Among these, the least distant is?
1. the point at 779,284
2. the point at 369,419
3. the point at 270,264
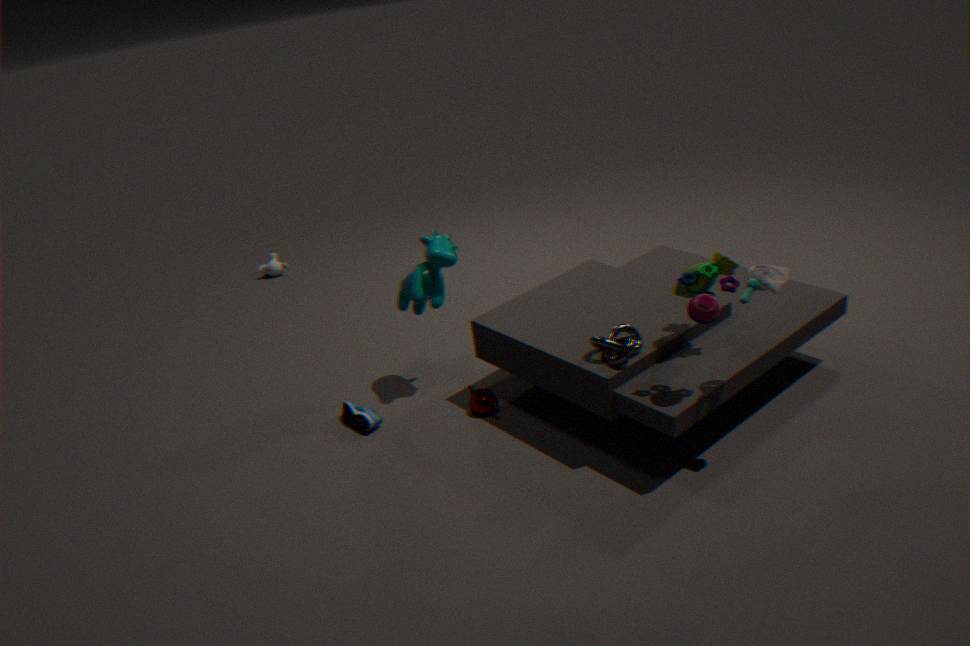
the point at 779,284
